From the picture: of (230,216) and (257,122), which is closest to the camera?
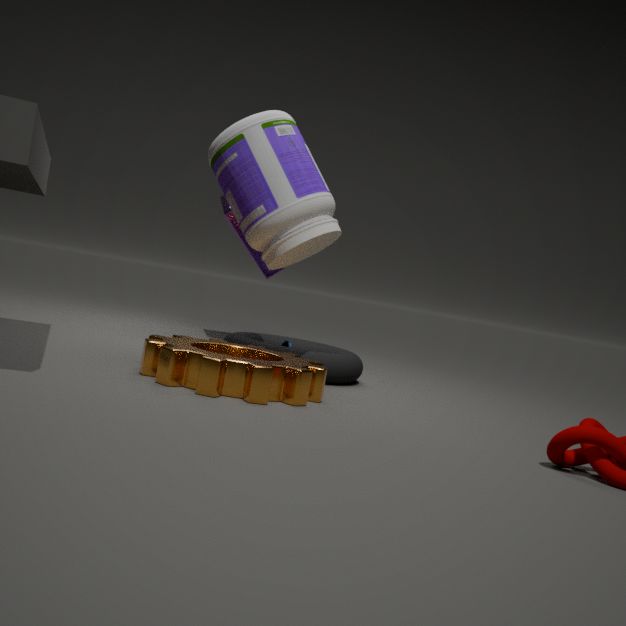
(257,122)
